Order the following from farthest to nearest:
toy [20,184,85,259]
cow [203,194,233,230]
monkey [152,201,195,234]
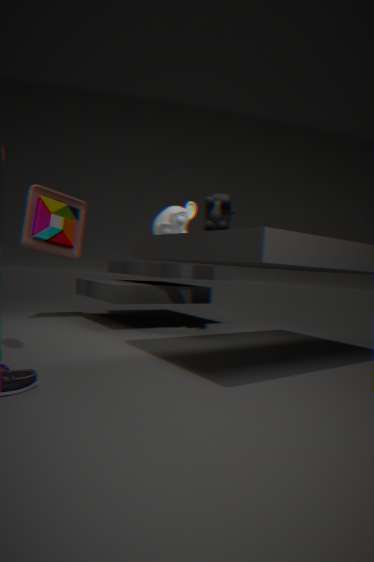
1. toy [20,184,85,259]
2. monkey [152,201,195,234]
3. cow [203,194,233,230]
